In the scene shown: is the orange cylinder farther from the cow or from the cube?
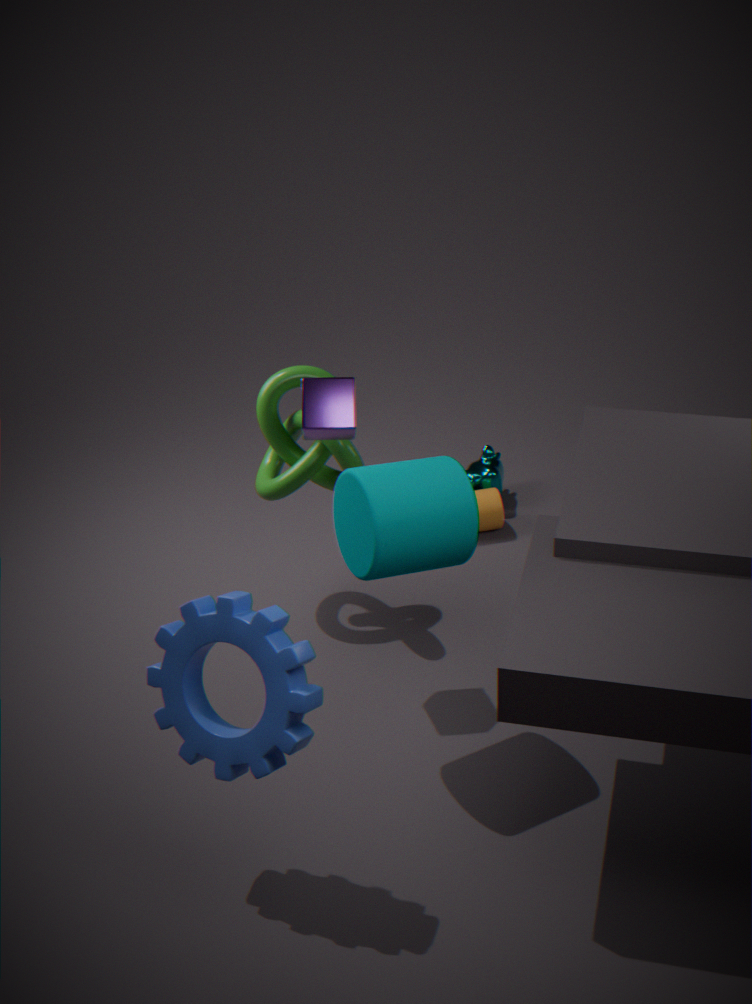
the cube
